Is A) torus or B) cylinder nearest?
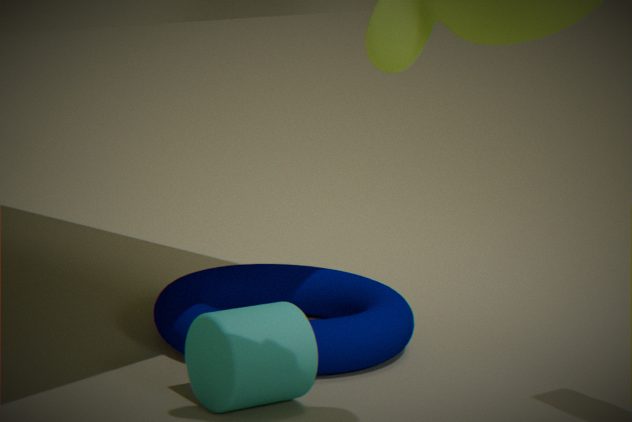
B. cylinder
